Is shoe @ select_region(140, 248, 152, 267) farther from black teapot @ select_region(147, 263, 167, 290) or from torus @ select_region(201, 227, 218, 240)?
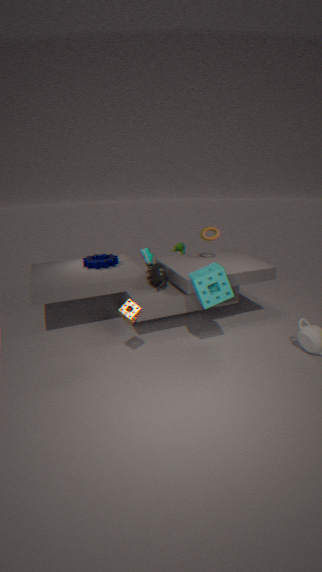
torus @ select_region(201, 227, 218, 240)
